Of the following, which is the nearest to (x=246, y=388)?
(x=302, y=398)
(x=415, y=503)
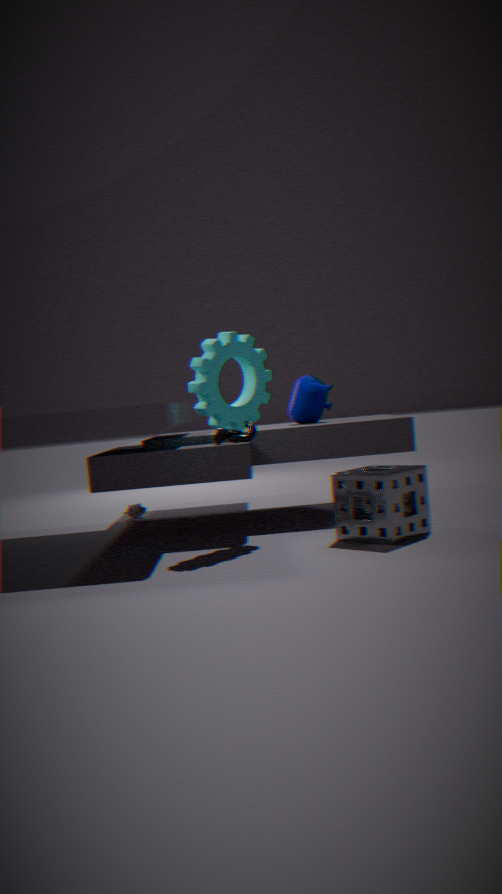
(x=302, y=398)
